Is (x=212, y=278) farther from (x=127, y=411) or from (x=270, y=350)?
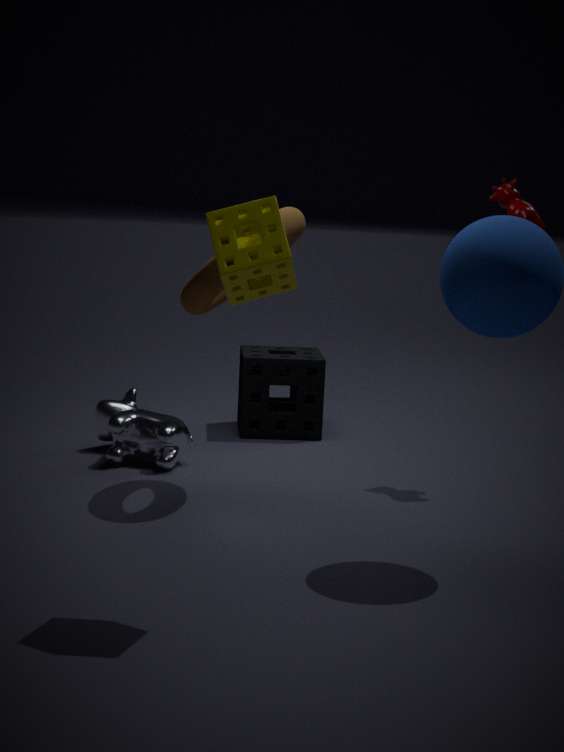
(x=270, y=350)
